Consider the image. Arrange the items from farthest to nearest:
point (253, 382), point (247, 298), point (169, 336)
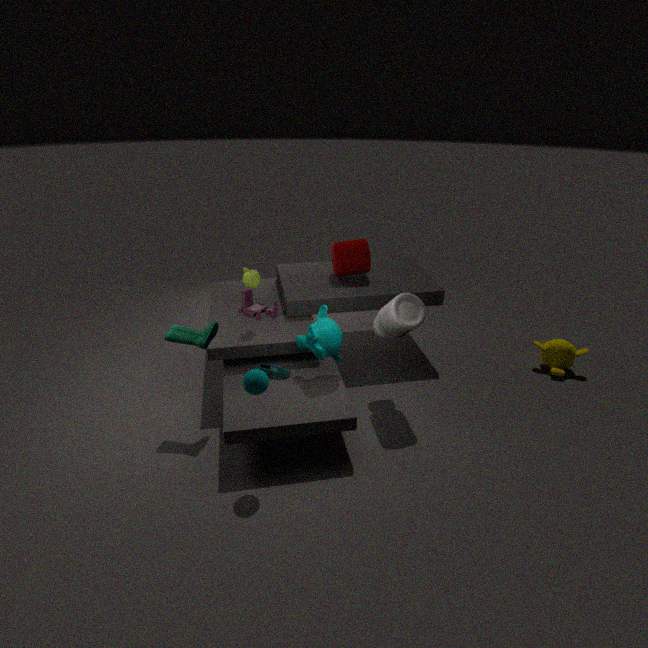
point (247, 298) → point (169, 336) → point (253, 382)
